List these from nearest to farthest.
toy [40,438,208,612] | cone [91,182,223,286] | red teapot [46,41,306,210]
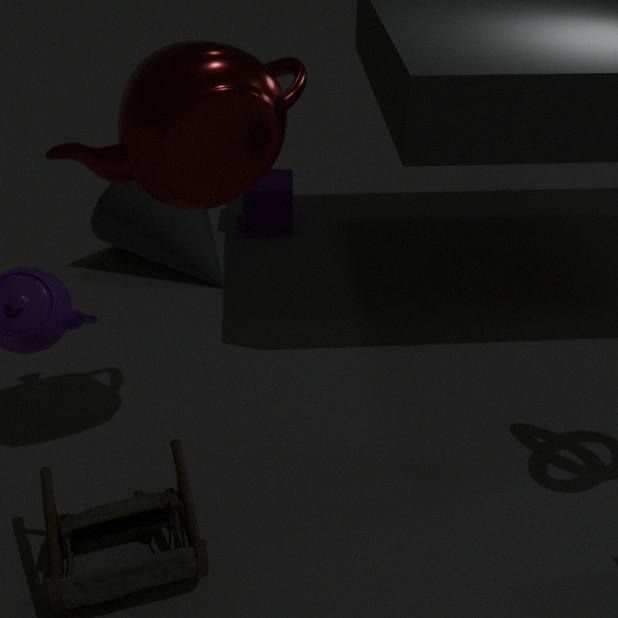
red teapot [46,41,306,210]
toy [40,438,208,612]
cone [91,182,223,286]
